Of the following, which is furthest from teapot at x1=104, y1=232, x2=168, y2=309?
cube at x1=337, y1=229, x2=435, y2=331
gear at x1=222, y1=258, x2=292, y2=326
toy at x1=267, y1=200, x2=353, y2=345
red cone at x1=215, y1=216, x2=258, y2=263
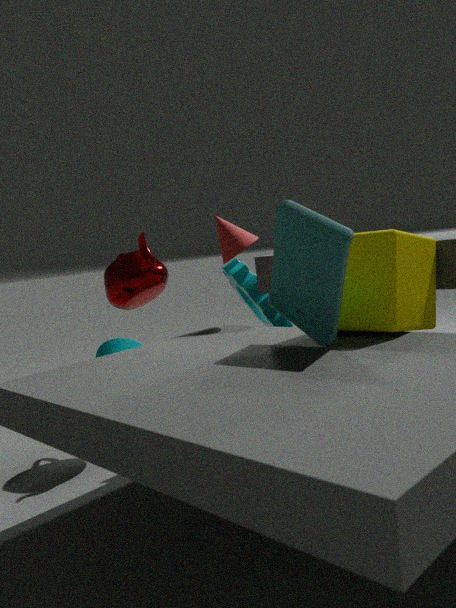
cube at x1=337, y1=229, x2=435, y2=331
